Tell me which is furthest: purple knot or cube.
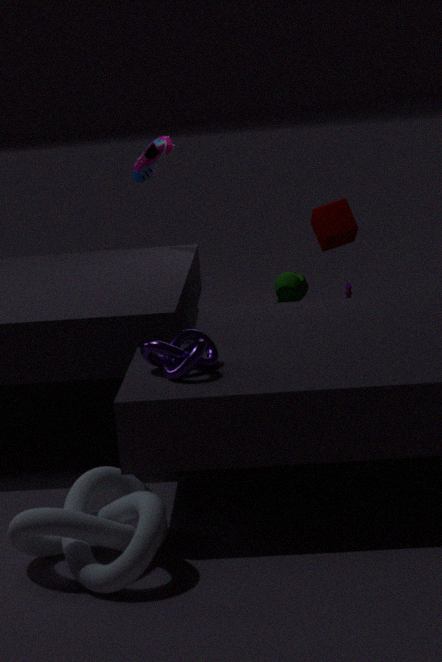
cube
